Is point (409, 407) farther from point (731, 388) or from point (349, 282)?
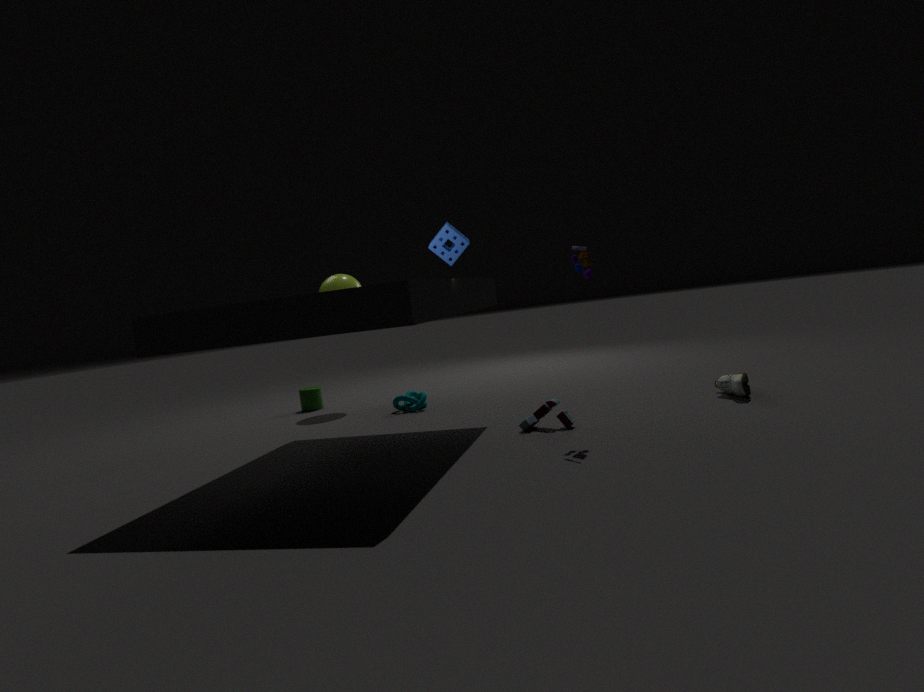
point (731, 388)
